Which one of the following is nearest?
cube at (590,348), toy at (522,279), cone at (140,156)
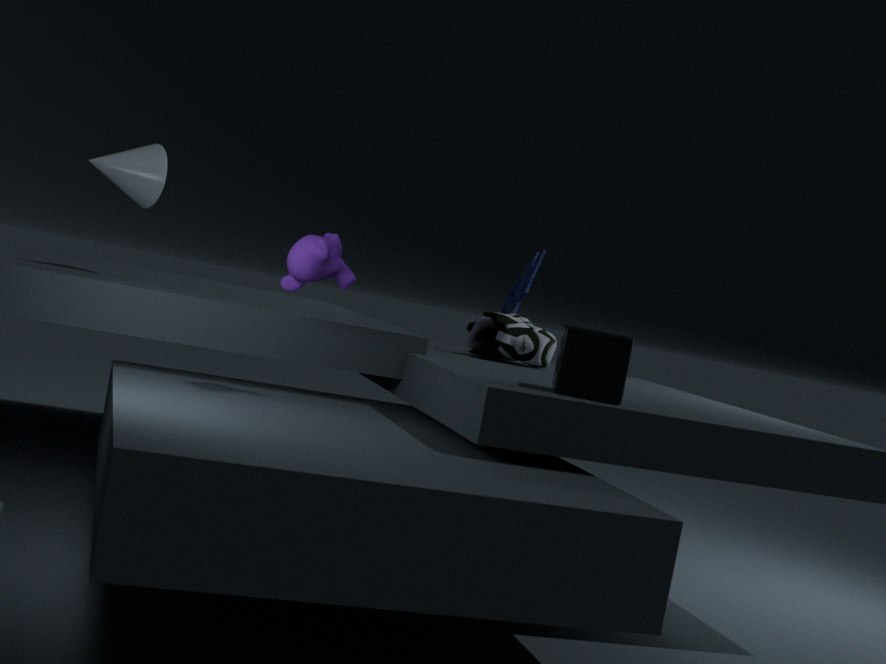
cube at (590,348)
